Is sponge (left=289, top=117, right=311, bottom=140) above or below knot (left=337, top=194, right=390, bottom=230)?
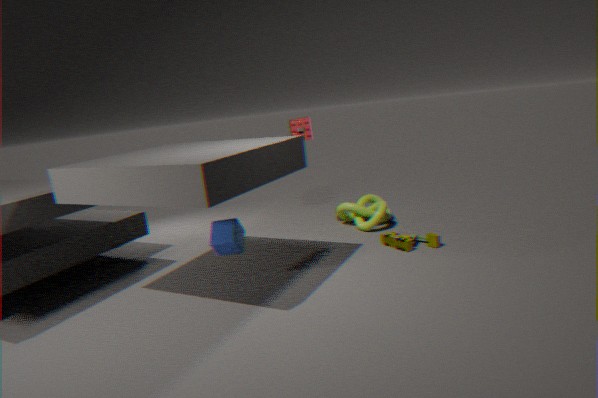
above
